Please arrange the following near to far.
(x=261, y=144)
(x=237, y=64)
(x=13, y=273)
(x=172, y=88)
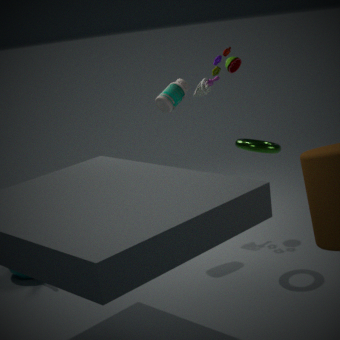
(x=261, y=144), (x=172, y=88), (x=13, y=273), (x=237, y=64)
